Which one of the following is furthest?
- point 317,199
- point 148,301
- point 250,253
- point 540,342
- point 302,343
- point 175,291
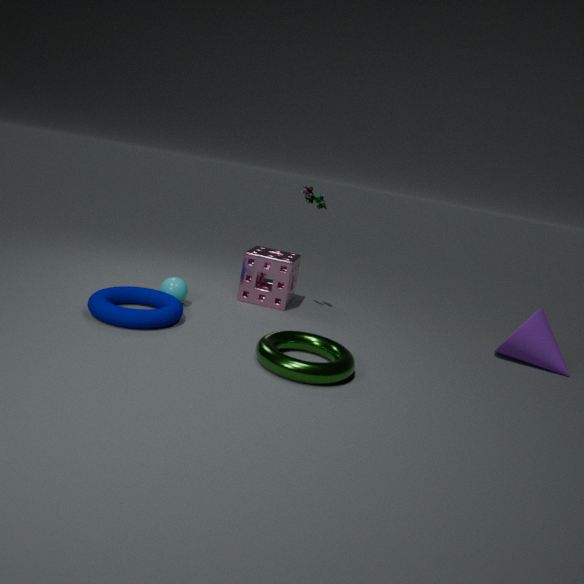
point 250,253
